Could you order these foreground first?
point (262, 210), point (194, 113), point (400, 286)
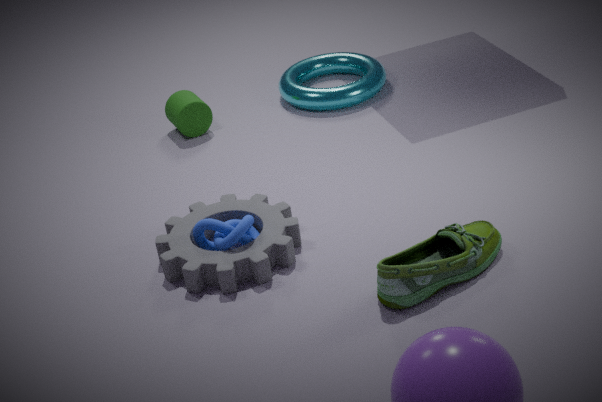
point (400, 286)
point (262, 210)
point (194, 113)
